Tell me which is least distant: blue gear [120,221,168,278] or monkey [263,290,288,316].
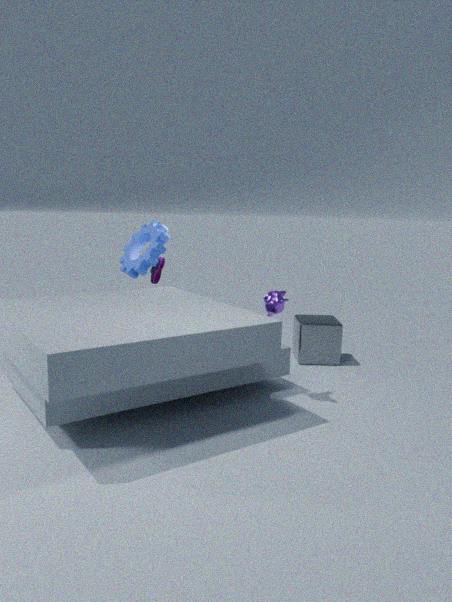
monkey [263,290,288,316]
